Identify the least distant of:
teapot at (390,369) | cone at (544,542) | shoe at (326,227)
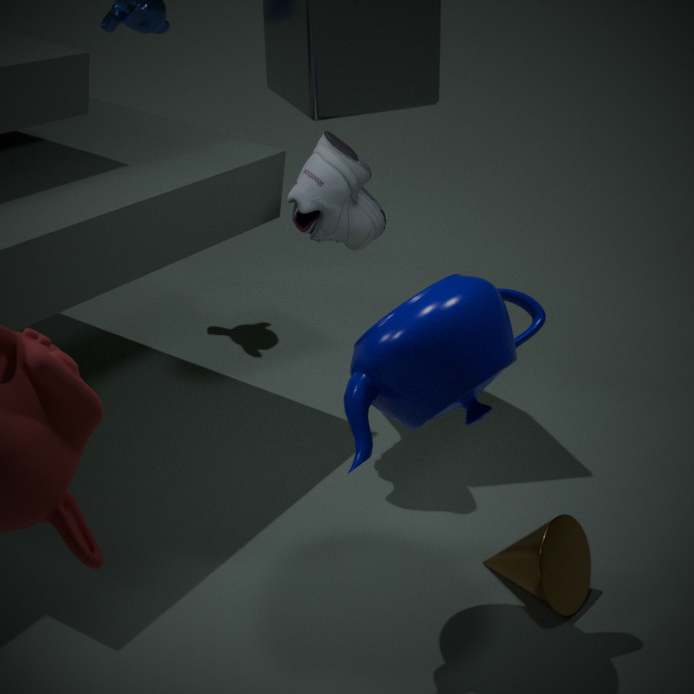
teapot at (390,369)
